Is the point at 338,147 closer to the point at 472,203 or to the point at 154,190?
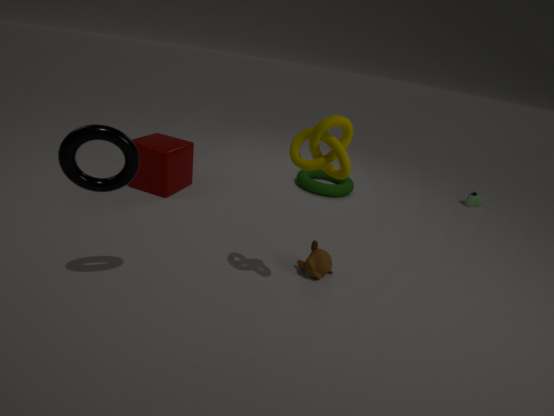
the point at 154,190
